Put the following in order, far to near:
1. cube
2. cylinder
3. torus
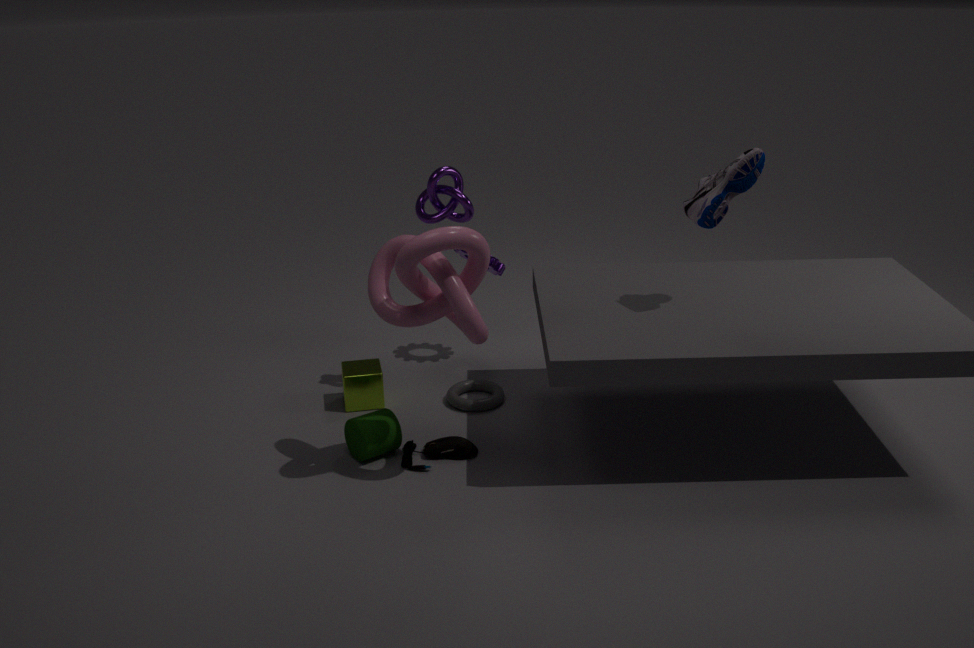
torus < cube < cylinder
